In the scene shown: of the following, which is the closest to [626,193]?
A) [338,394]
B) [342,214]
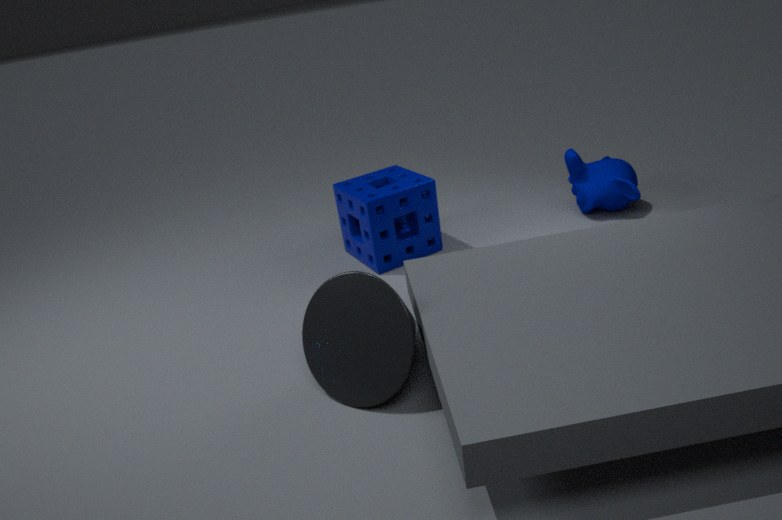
[342,214]
